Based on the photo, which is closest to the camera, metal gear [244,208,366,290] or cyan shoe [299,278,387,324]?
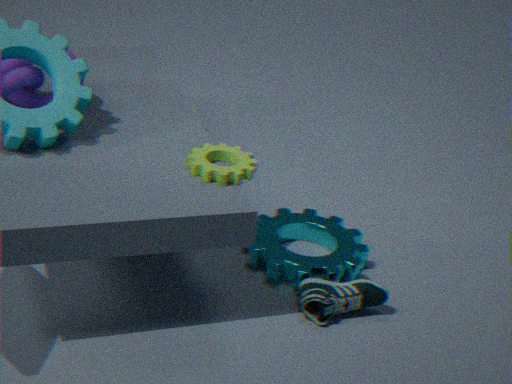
cyan shoe [299,278,387,324]
